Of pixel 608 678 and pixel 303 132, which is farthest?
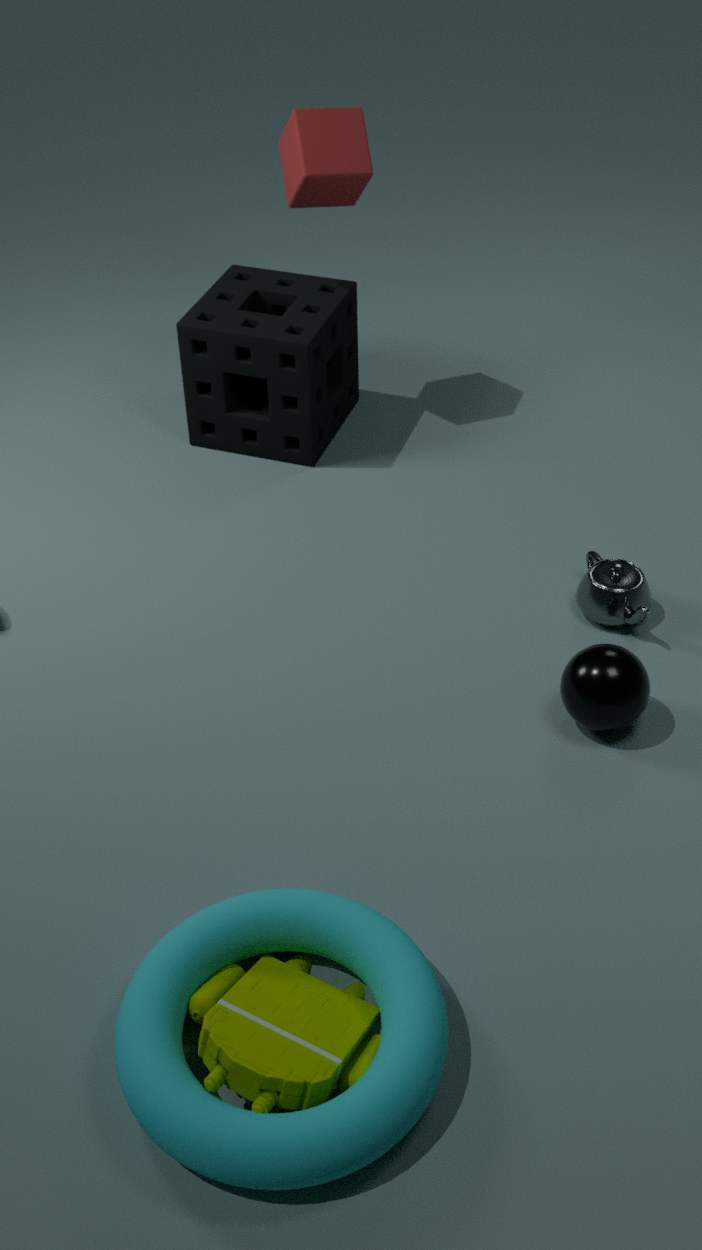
Result: pixel 303 132
